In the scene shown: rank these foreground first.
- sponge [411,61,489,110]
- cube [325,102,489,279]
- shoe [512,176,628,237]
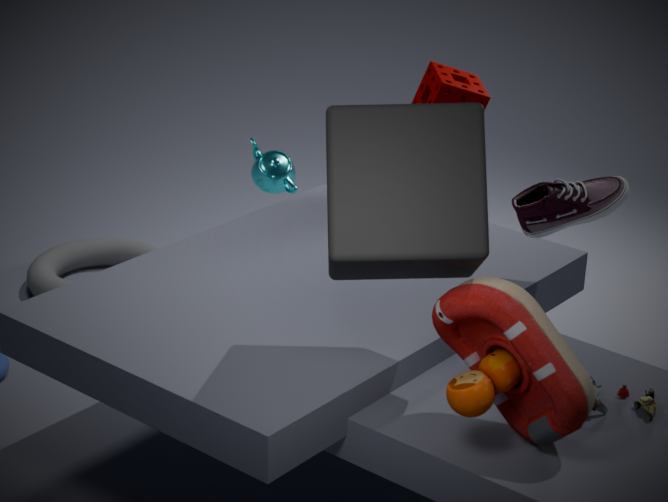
cube [325,102,489,279]
shoe [512,176,628,237]
sponge [411,61,489,110]
